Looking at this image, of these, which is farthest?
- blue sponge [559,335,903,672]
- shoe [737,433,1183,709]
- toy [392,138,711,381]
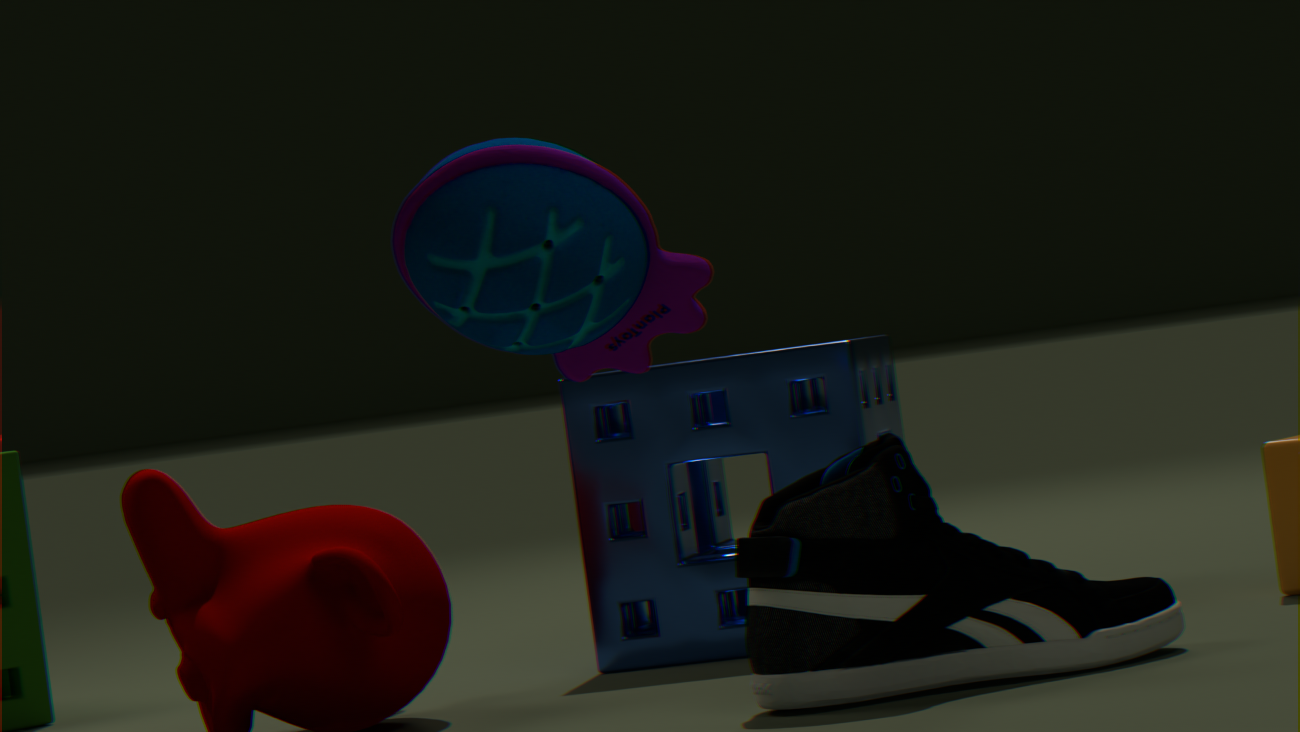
blue sponge [559,335,903,672]
